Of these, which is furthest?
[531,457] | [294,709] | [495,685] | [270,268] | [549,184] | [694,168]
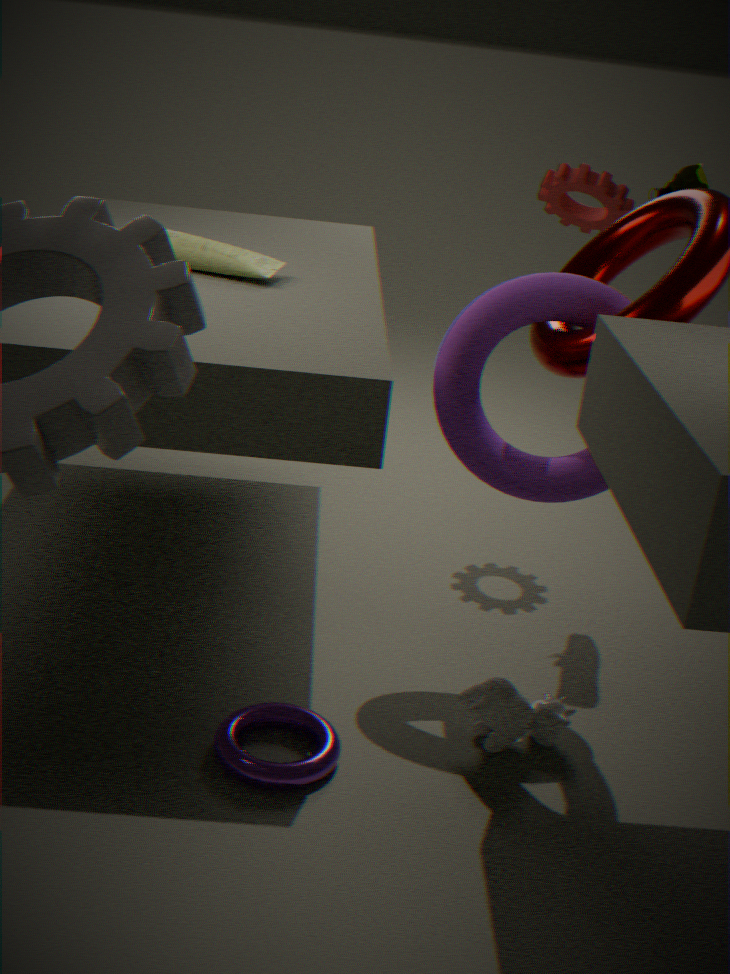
[549,184]
